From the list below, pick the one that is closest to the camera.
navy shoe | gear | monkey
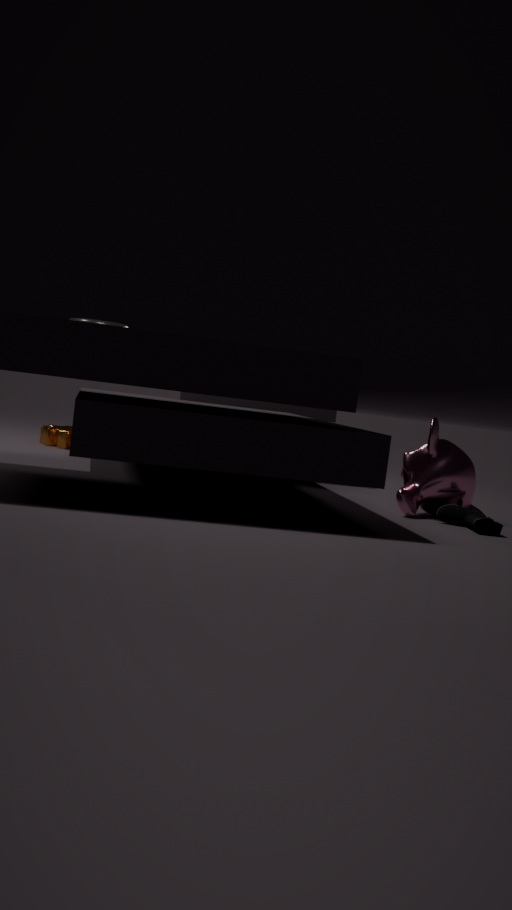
navy shoe
